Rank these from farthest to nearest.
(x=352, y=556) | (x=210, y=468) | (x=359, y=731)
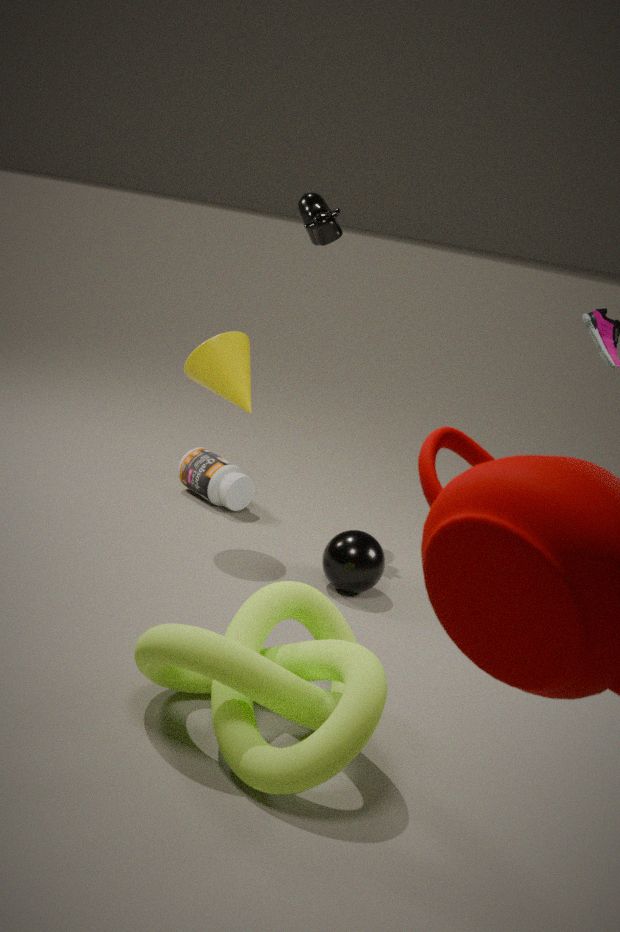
(x=210, y=468) → (x=352, y=556) → (x=359, y=731)
